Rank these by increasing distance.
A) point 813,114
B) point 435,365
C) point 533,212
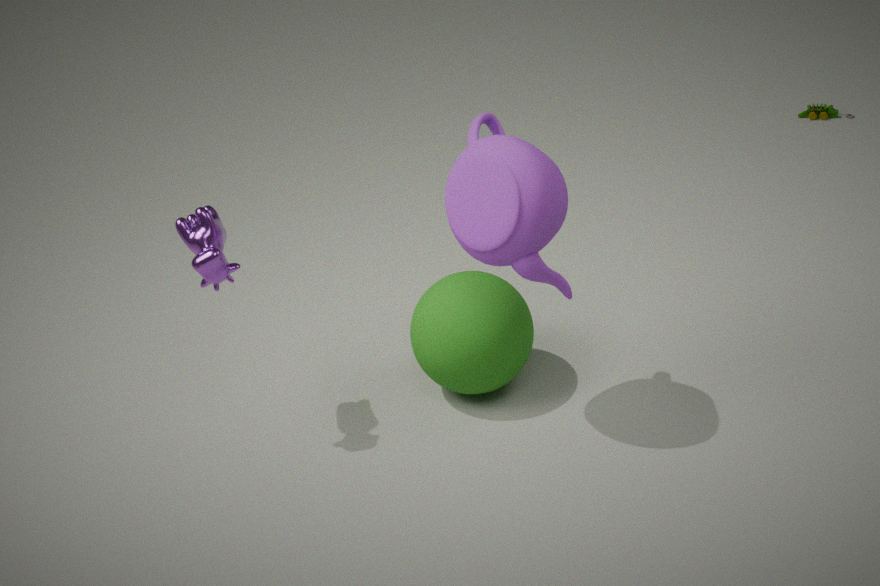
point 533,212, point 435,365, point 813,114
